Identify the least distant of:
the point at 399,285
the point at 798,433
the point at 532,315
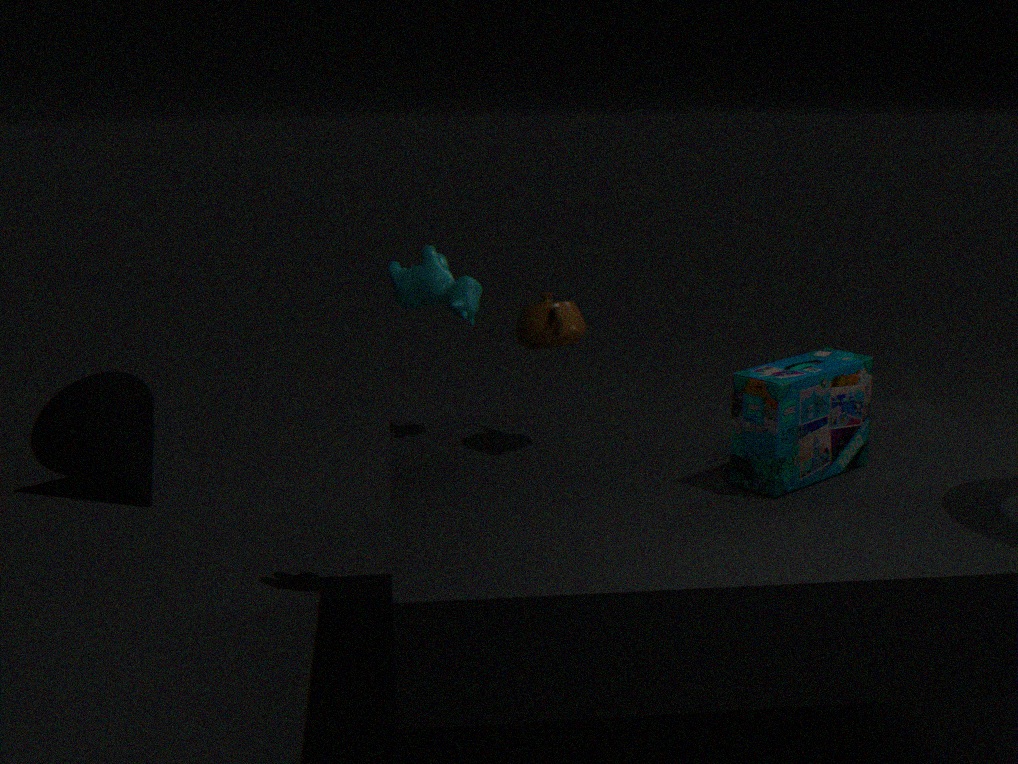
the point at 798,433
